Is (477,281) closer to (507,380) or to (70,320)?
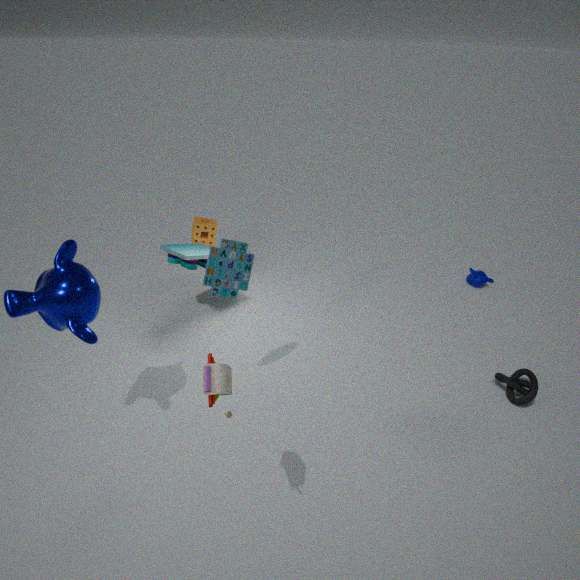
(507,380)
